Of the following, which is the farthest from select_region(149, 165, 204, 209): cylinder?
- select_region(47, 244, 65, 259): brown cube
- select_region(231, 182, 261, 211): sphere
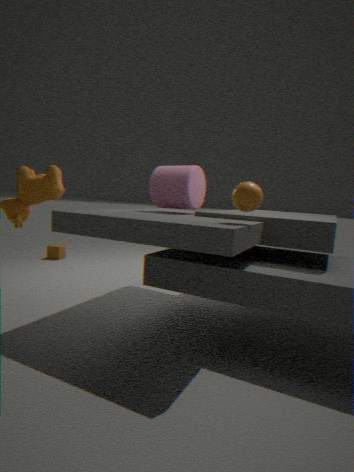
select_region(47, 244, 65, 259): brown cube
